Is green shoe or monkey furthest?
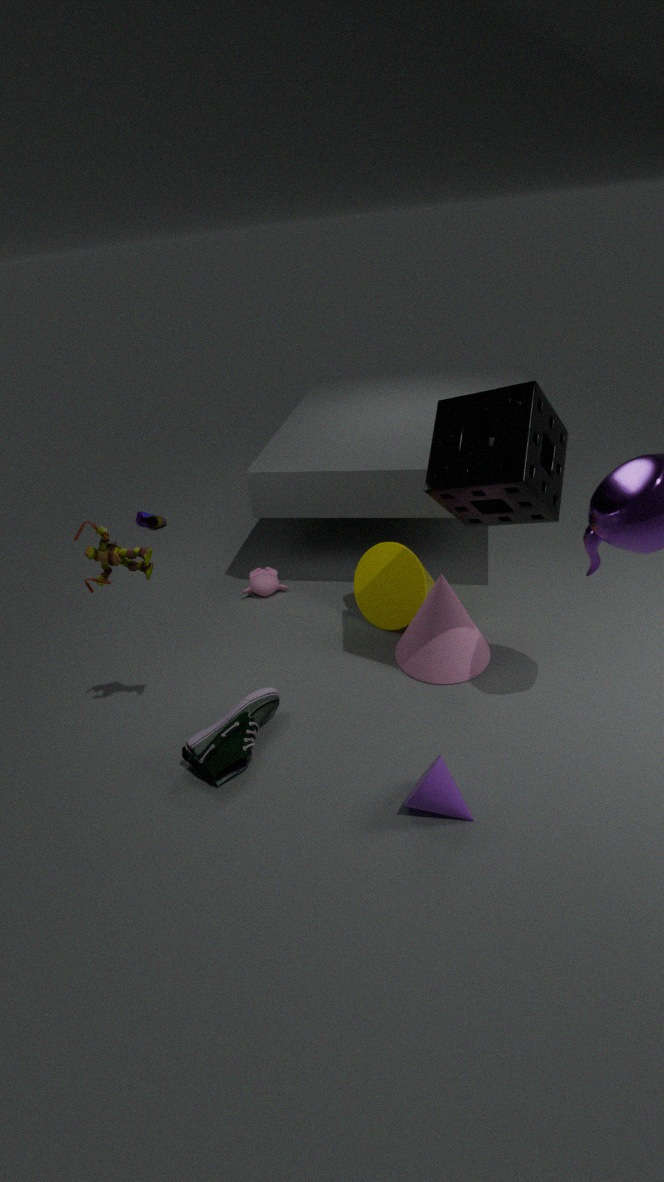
monkey
